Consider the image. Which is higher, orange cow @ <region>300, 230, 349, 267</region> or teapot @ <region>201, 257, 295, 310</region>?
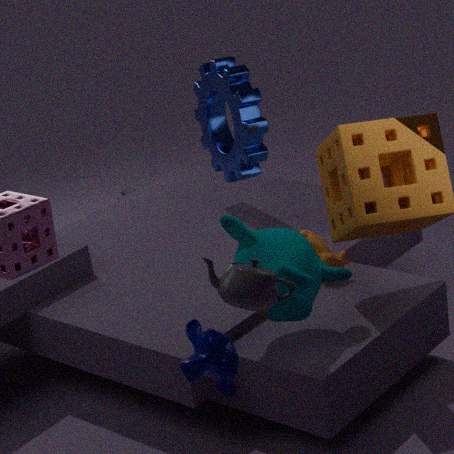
teapot @ <region>201, 257, 295, 310</region>
